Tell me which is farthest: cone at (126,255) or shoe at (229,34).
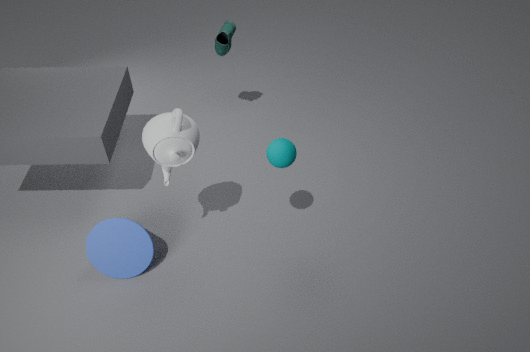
shoe at (229,34)
